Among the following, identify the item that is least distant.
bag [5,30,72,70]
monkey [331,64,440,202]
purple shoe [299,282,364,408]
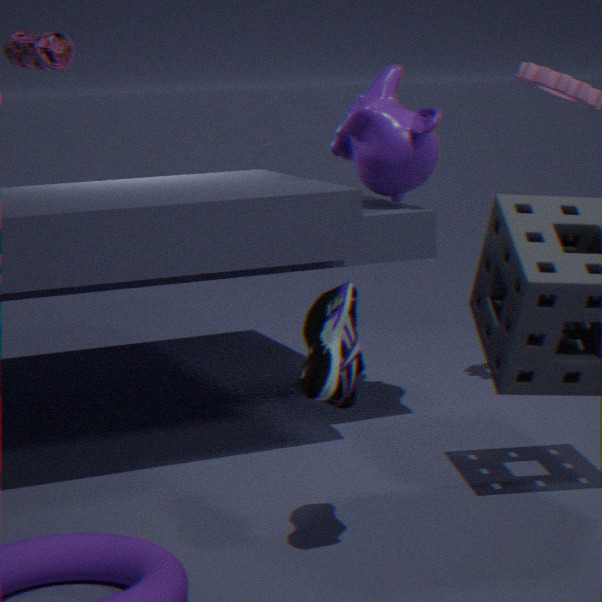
purple shoe [299,282,364,408]
